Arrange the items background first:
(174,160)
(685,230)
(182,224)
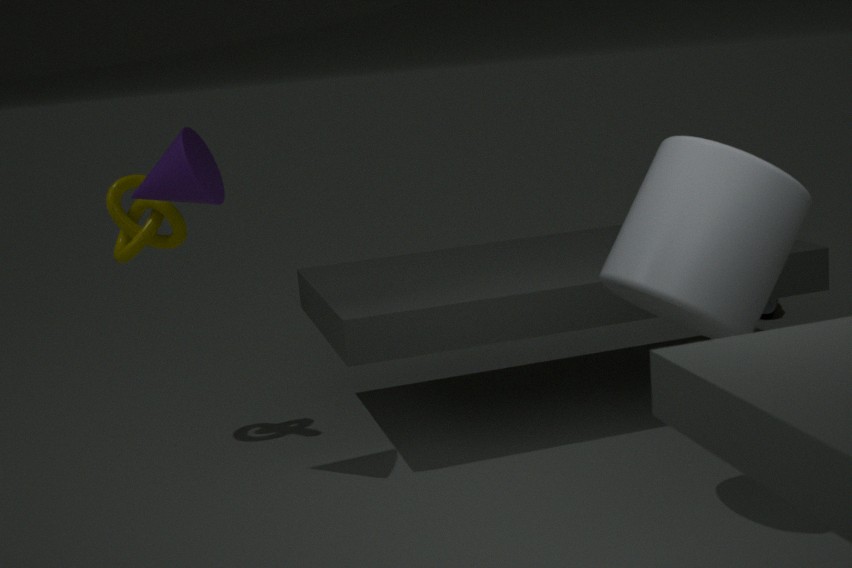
(182,224), (174,160), (685,230)
